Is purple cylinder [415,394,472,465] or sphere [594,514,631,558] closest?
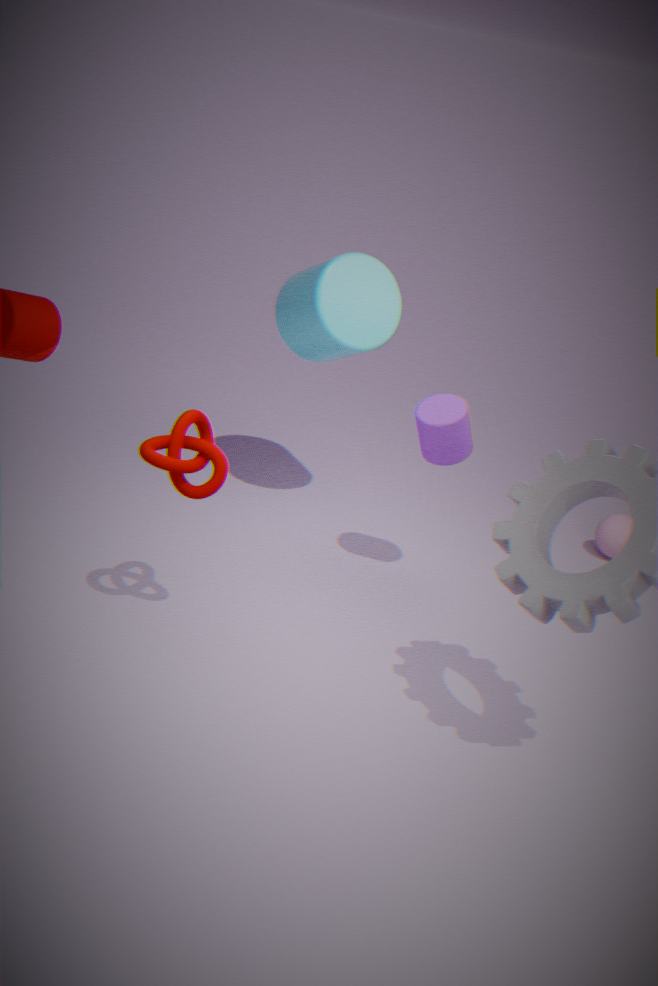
purple cylinder [415,394,472,465]
